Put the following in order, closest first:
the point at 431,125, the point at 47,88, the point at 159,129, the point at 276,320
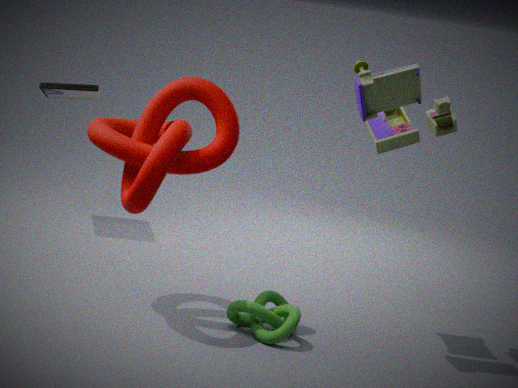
the point at 276,320 < the point at 431,125 < the point at 159,129 < the point at 47,88
